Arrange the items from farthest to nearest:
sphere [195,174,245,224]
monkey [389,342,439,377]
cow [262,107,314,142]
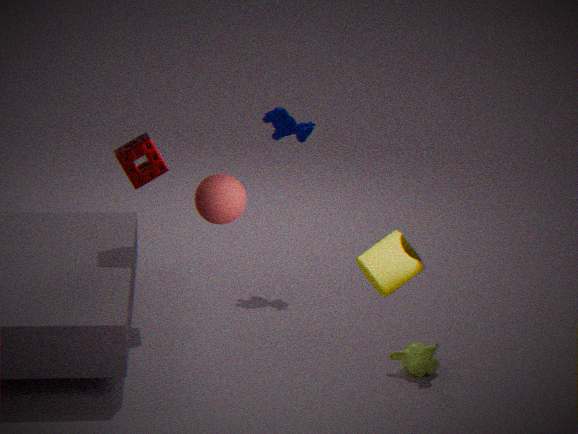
cow [262,107,314,142] < monkey [389,342,439,377] < sphere [195,174,245,224]
